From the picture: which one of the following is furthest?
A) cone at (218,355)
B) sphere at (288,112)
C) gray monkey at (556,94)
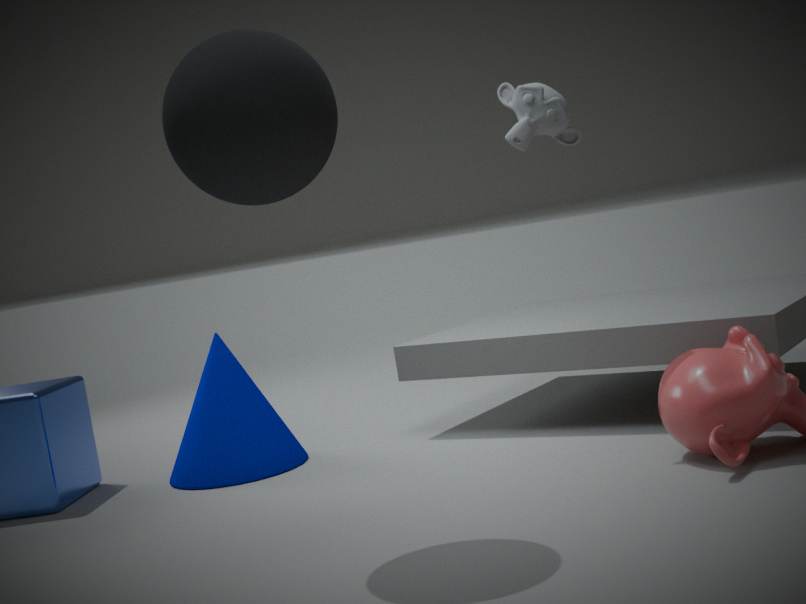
cone at (218,355)
